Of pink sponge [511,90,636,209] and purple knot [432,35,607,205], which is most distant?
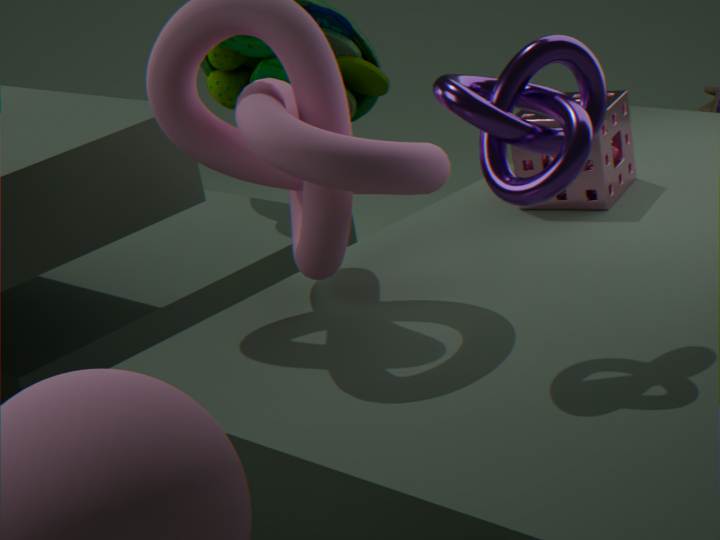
pink sponge [511,90,636,209]
